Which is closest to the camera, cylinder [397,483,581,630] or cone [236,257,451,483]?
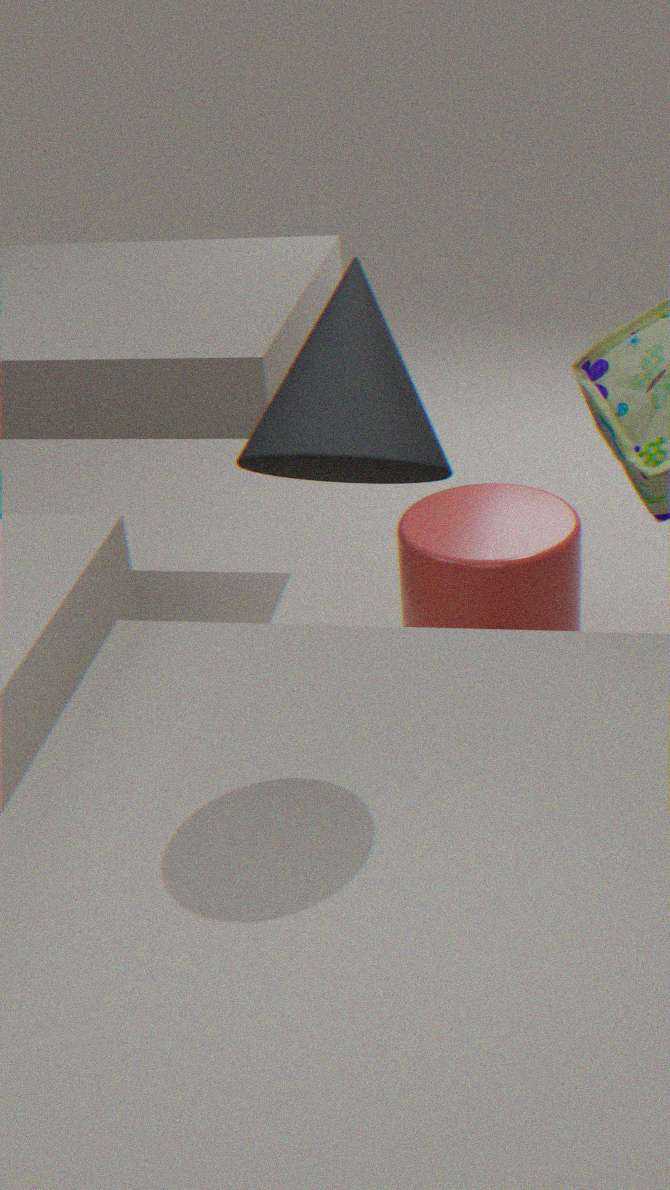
cone [236,257,451,483]
